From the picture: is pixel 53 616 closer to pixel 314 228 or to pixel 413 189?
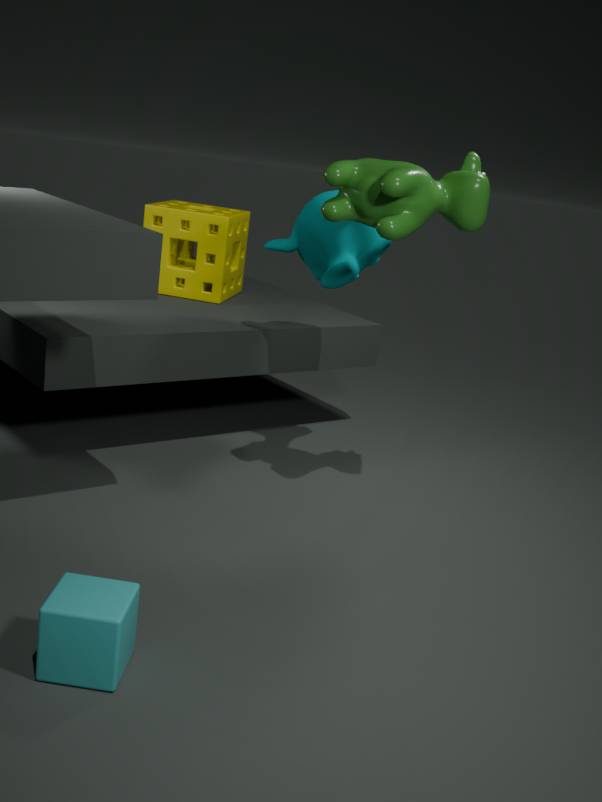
pixel 413 189
